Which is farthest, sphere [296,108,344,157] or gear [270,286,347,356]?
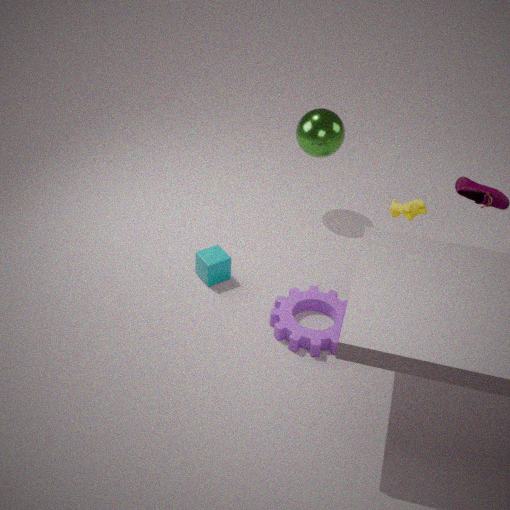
sphere [296,108,344,157]
